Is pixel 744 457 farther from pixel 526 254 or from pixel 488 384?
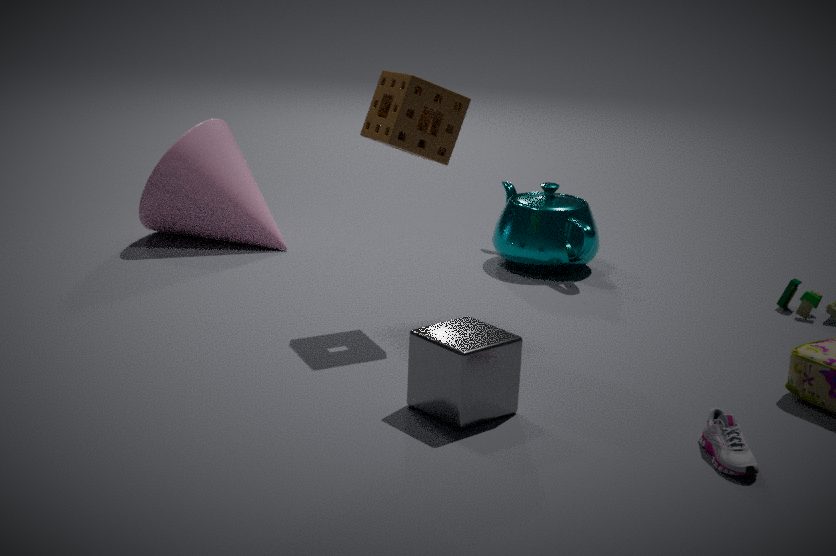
pixel 526 254
